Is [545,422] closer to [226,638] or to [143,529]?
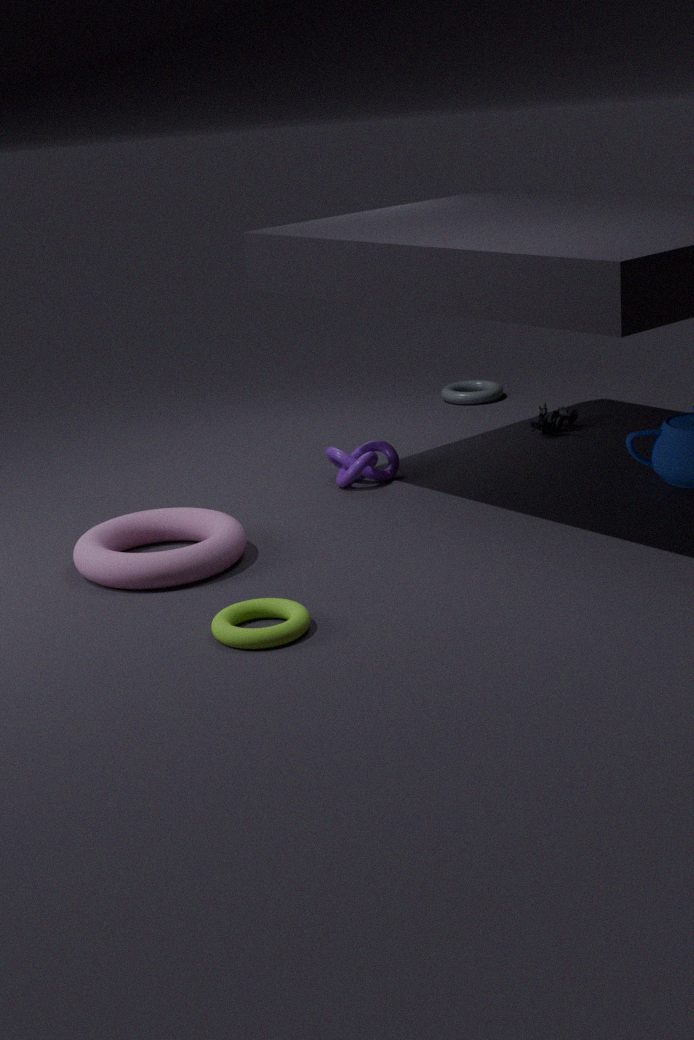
[143,529]
